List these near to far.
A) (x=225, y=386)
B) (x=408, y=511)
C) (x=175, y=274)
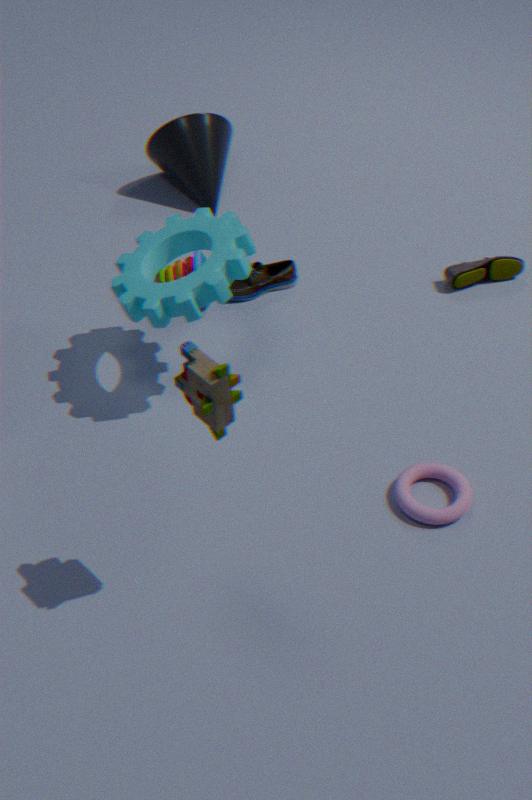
(x=225, y=386), (x=408, y=511), (x=175, y=274)
